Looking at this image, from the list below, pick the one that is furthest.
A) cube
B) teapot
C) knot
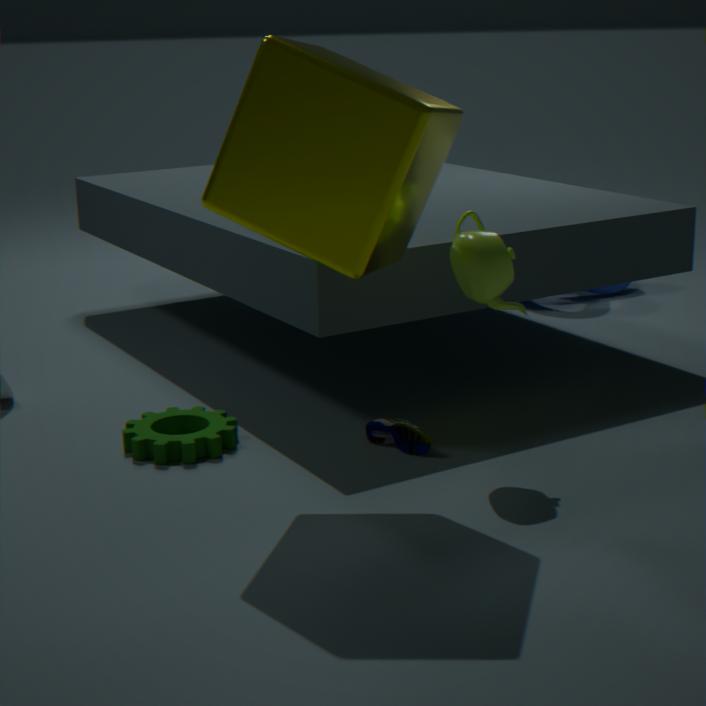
knot
